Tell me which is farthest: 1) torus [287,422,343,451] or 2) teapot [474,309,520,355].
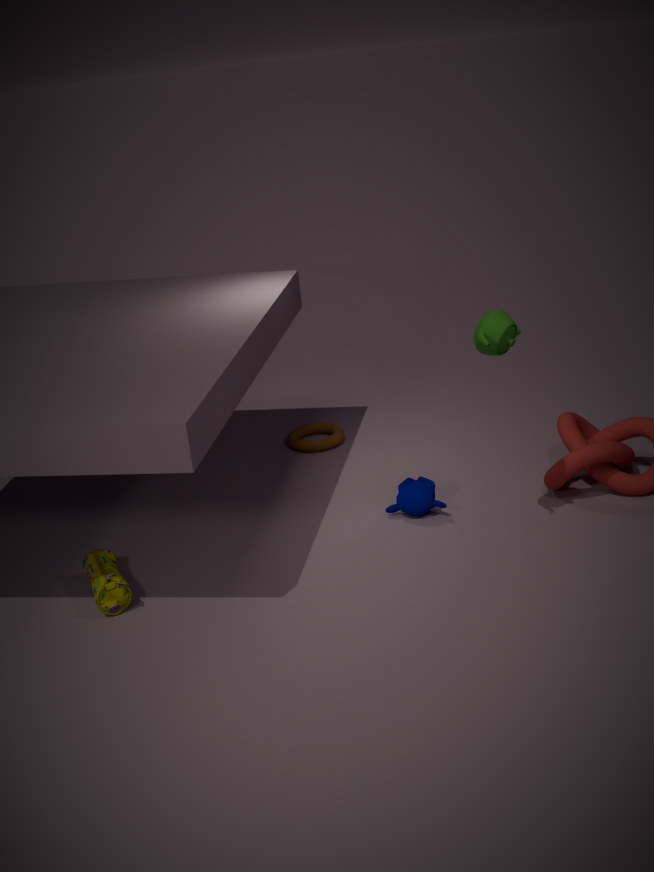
1. torus [287,422,343,451]
